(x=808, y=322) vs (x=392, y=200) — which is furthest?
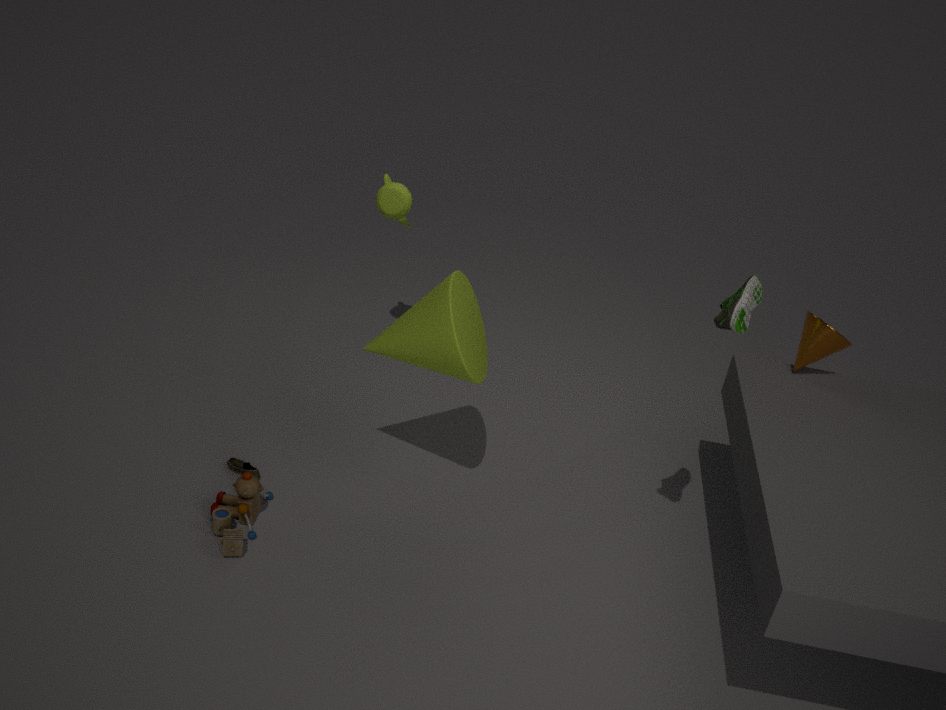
(x=392, y=200)
